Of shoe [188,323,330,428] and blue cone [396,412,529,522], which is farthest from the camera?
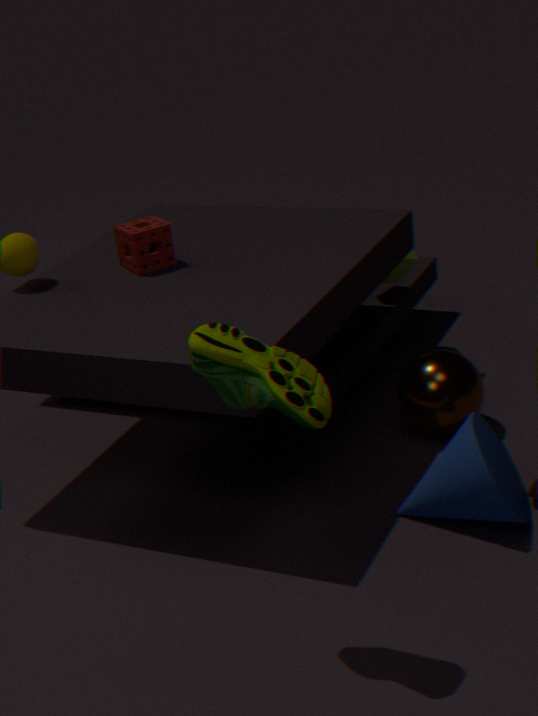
blue cone [396,412,529,522]
